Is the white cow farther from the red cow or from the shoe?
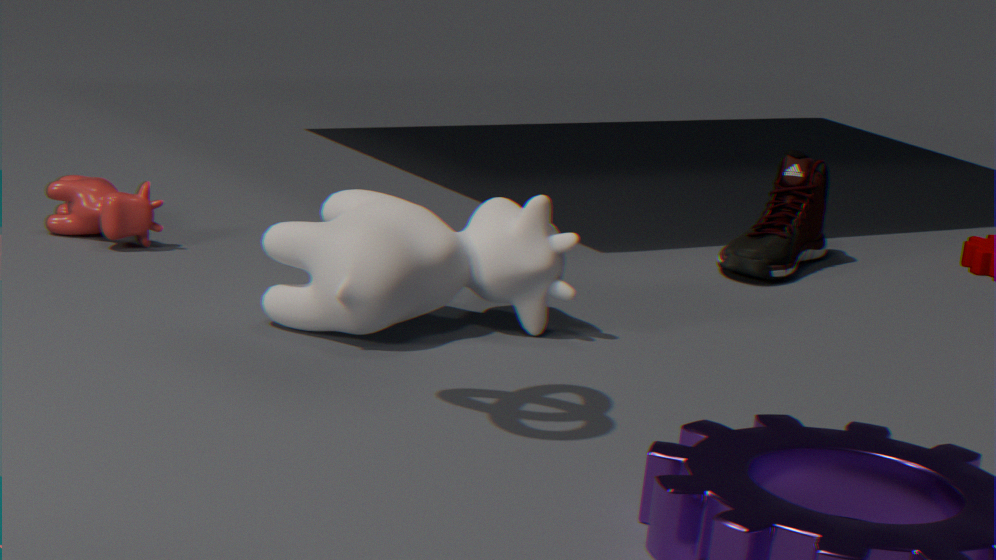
the shoe
